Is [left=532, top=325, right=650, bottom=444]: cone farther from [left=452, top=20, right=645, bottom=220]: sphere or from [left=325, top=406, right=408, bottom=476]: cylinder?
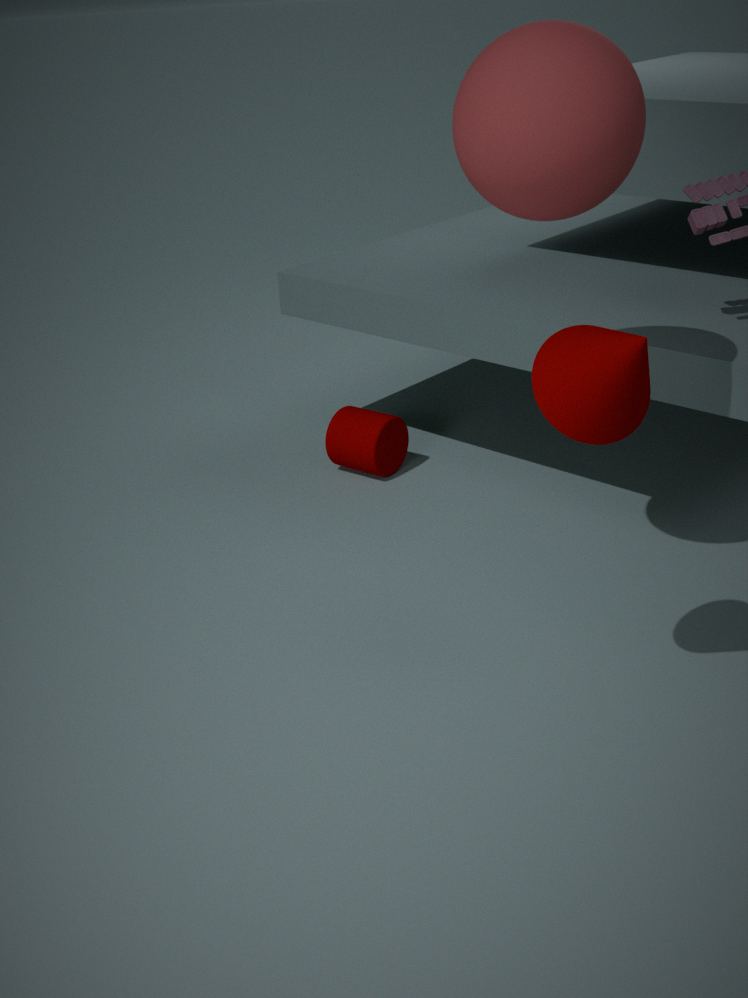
[left=325, top=406, right=408, bottom=476]: cylinder
